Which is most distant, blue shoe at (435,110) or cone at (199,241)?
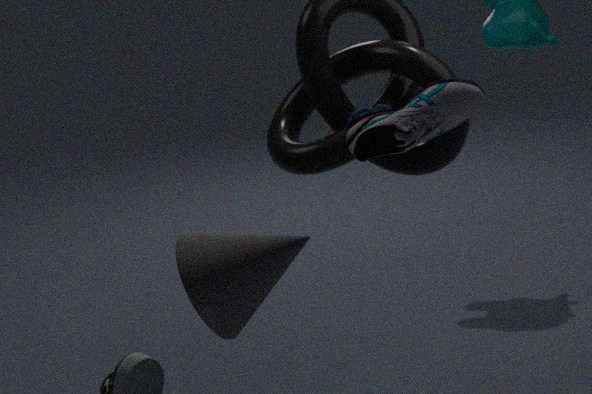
blue shoe at (435,110)
